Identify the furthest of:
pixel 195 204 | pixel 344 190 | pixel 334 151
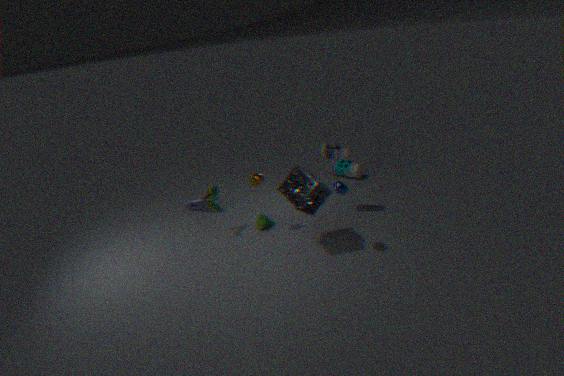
pixel 195 204
